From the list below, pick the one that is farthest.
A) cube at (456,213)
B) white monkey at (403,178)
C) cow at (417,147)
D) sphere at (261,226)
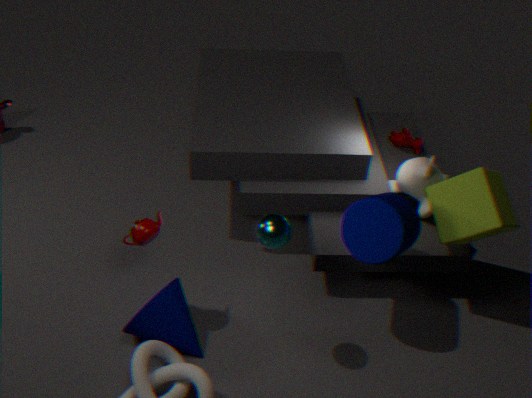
cow at (417,147)
